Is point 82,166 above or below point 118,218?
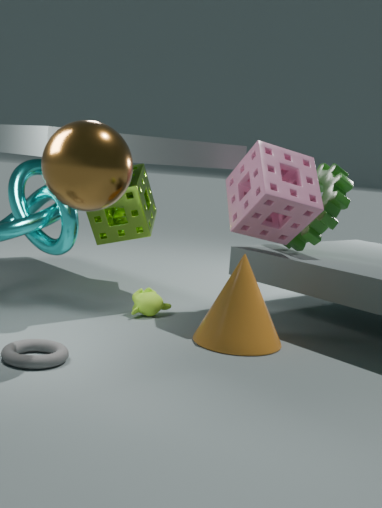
above
